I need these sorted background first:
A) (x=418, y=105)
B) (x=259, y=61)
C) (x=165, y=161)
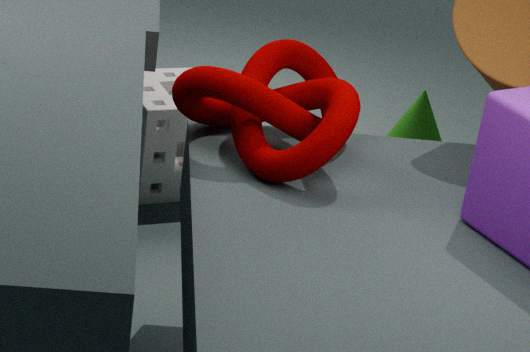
(x=418, y=105), (x=165, y=161), (x=259, y=61)
